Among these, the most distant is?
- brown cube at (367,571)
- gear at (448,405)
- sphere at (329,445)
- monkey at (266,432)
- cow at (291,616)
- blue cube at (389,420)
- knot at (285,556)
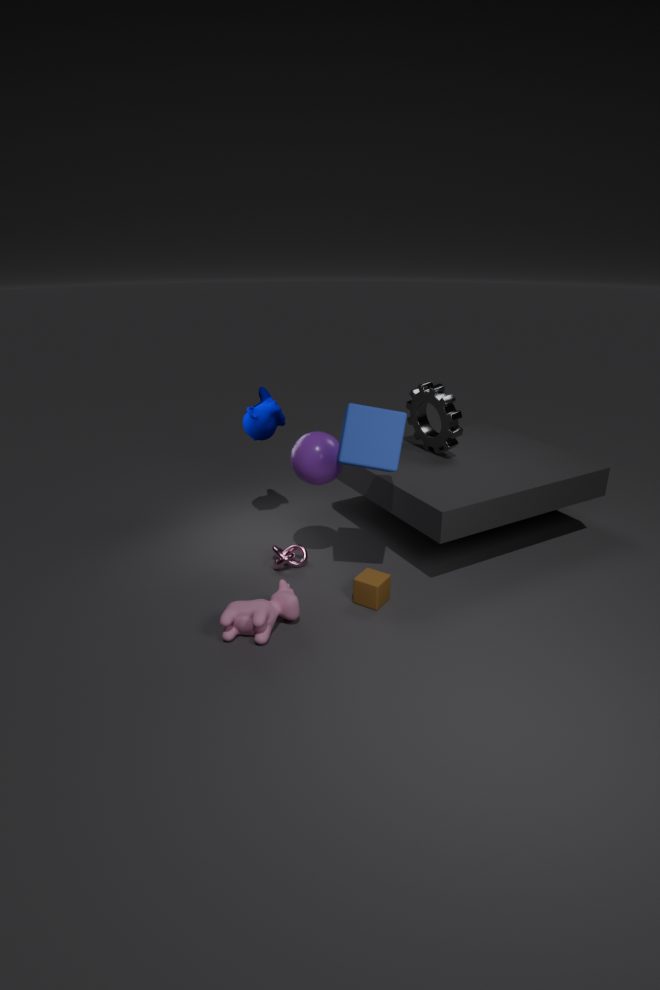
gear at (448,405)
